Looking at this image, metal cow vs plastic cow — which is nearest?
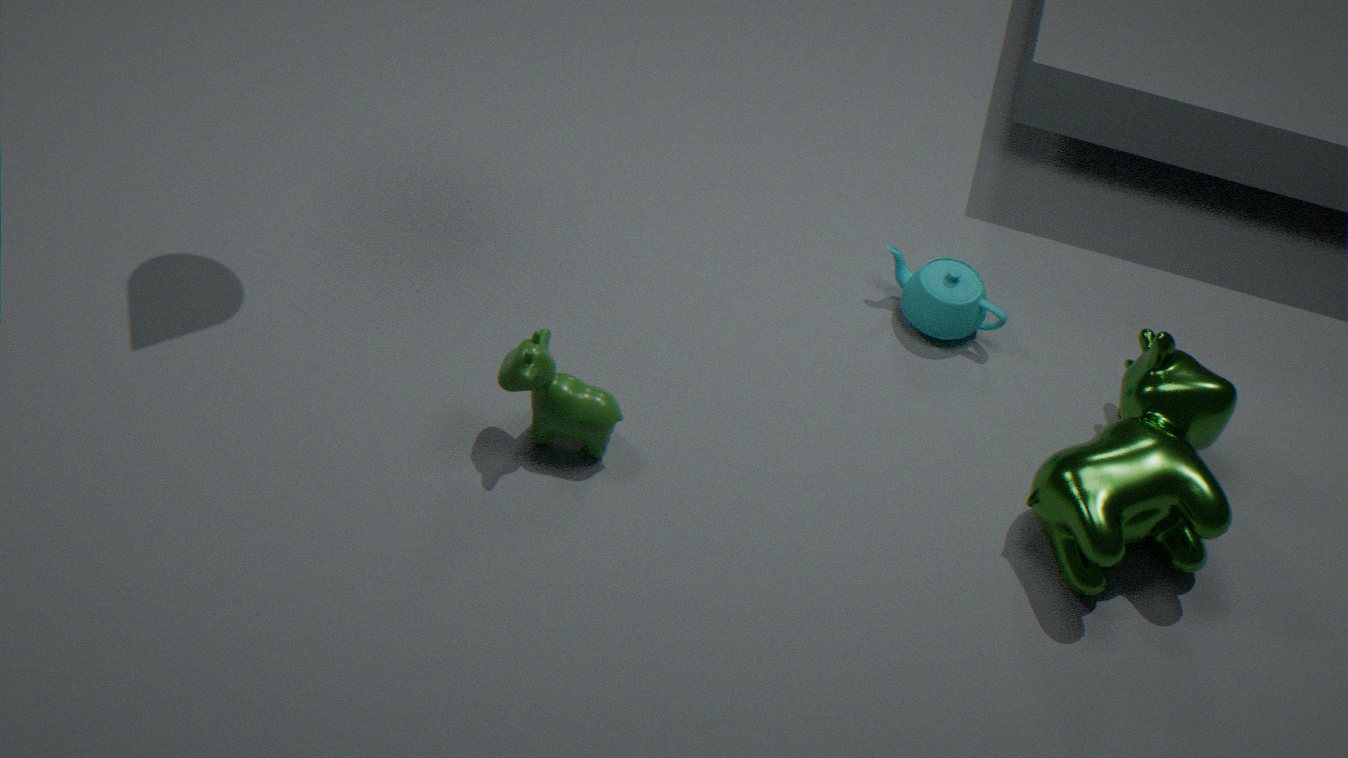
metal cow
